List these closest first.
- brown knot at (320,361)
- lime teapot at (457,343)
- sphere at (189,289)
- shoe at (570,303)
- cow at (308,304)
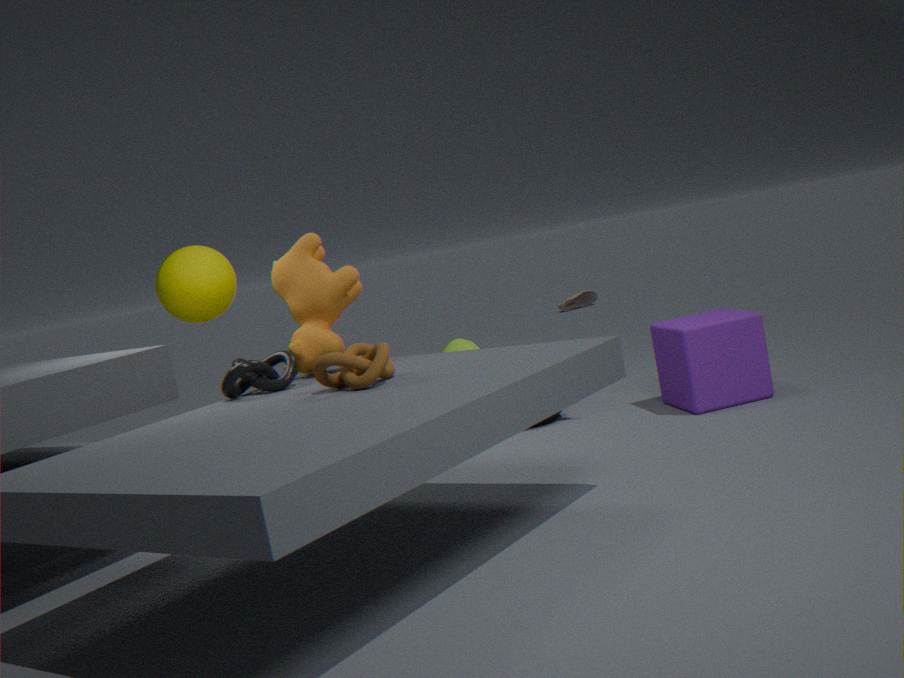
1. brown knot at (320,361)
2. cow at (308,304)
3. sphere at (189,289)
4. lime teapot at (457,343)
5. shoe at (570,303)
